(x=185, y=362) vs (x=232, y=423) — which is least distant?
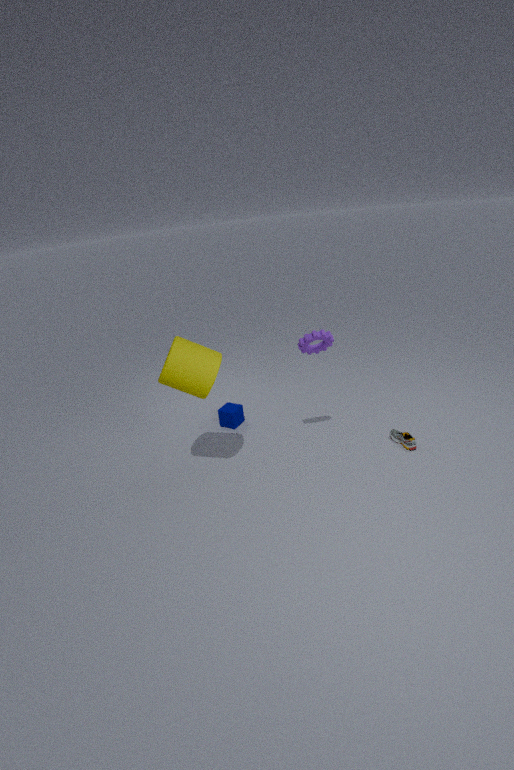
(x=185, y=362)
